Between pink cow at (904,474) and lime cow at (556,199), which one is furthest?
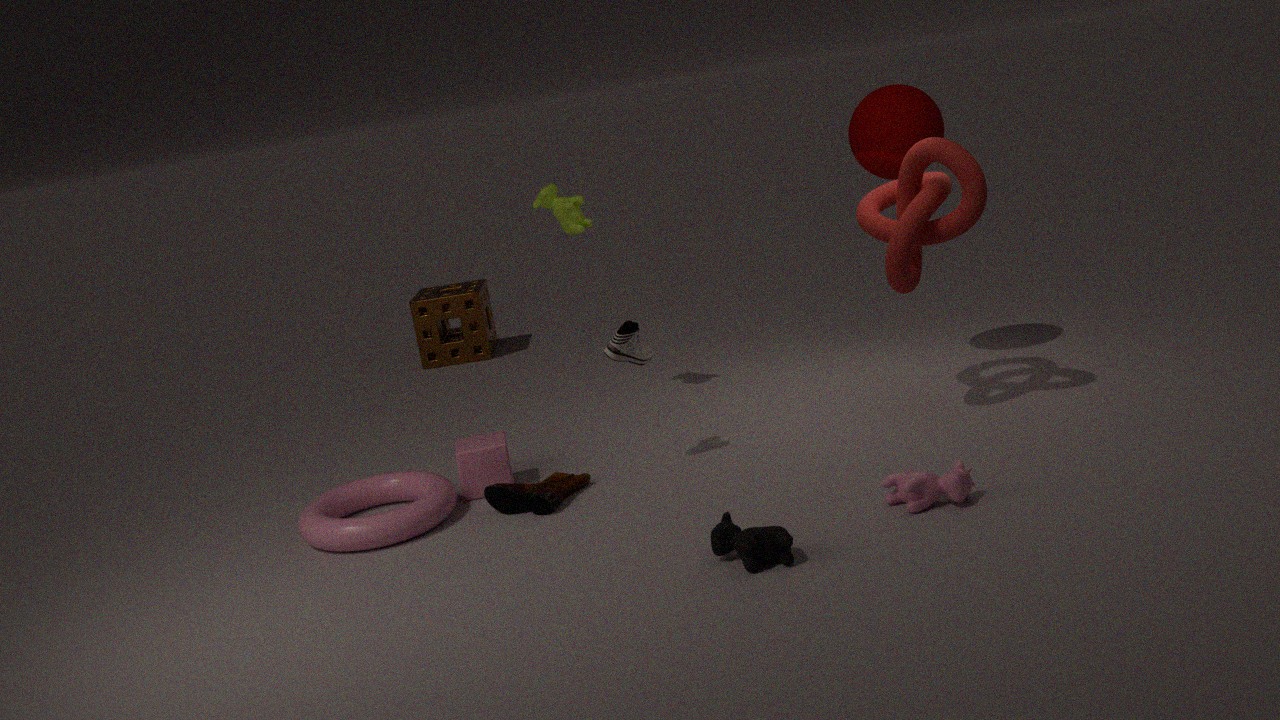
lime cow at (556,199)
